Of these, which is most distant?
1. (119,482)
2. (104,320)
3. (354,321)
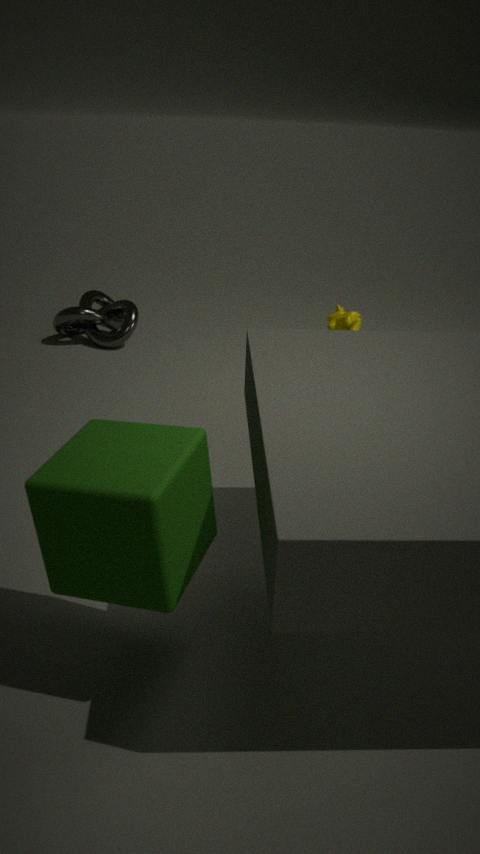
(104,320)
